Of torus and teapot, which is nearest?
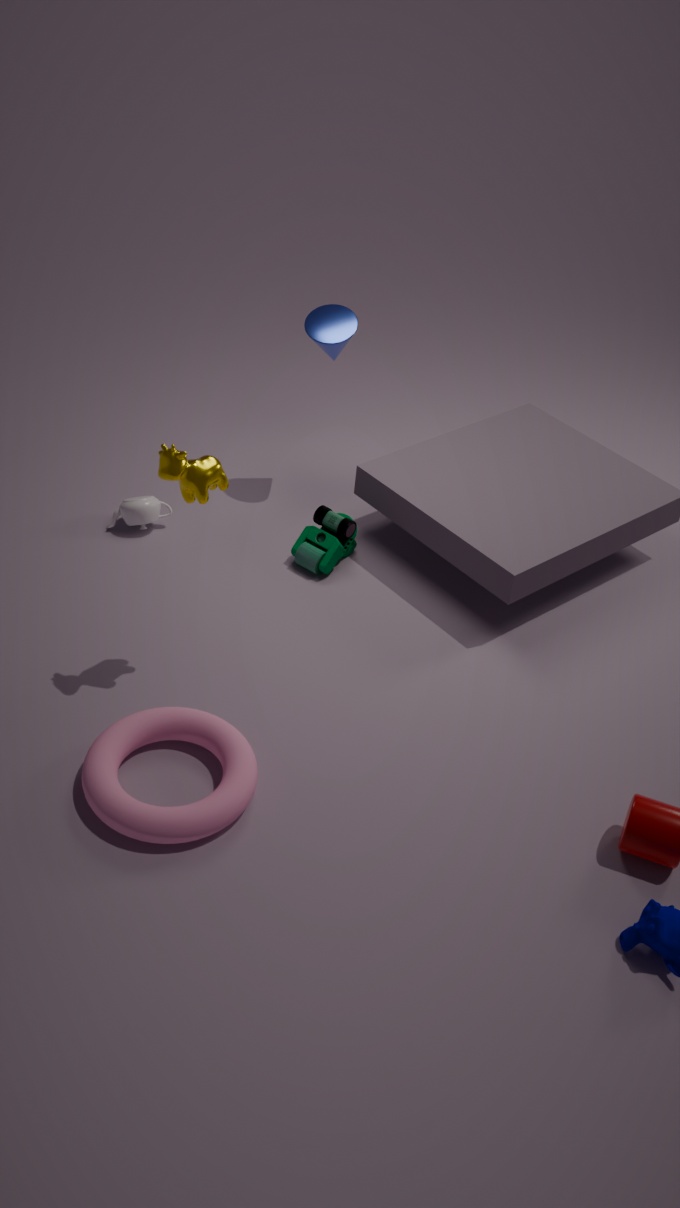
torus
